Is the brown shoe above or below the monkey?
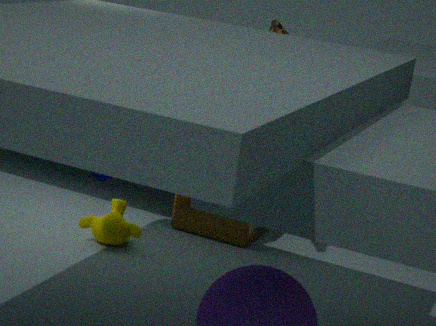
above
